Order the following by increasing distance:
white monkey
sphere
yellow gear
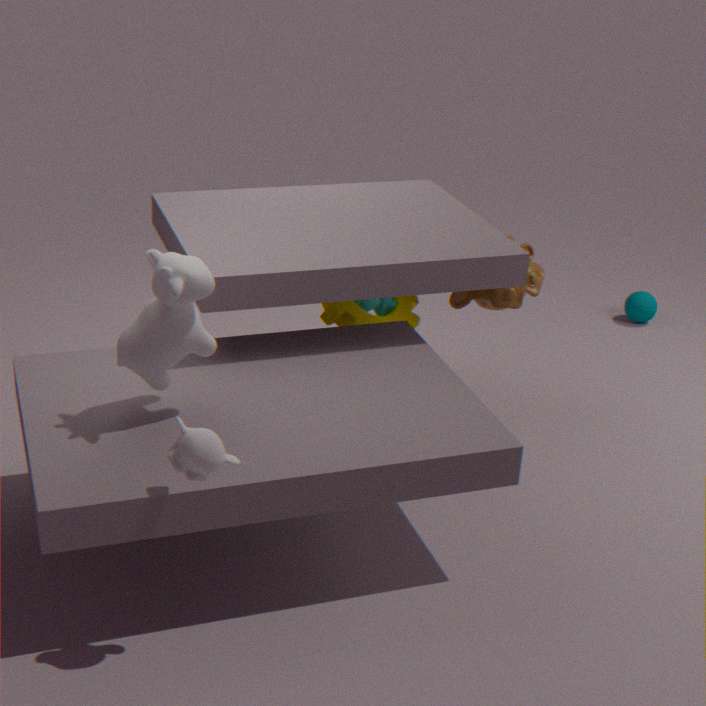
white monkey
yellow gear
sphere
